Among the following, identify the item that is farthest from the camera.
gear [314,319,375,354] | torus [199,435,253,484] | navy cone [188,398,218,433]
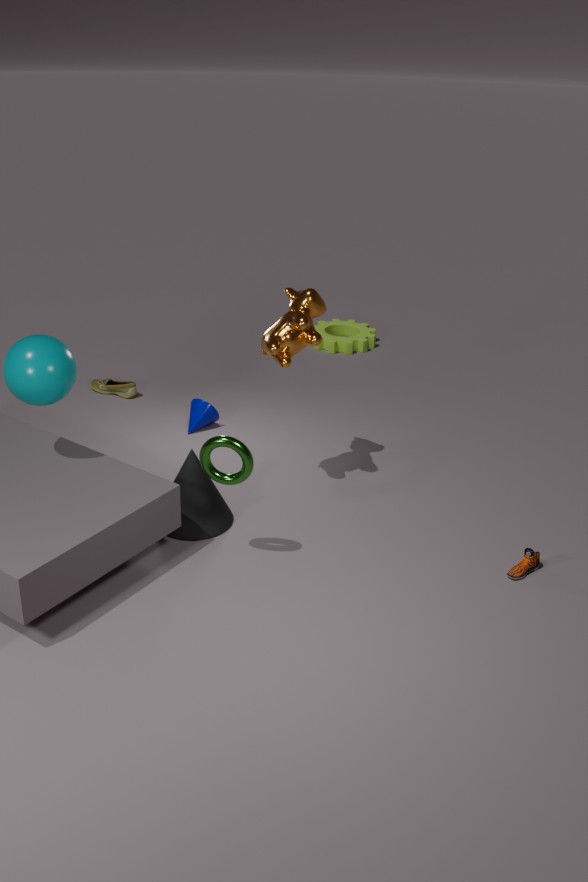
gear [314,319,375,354]
